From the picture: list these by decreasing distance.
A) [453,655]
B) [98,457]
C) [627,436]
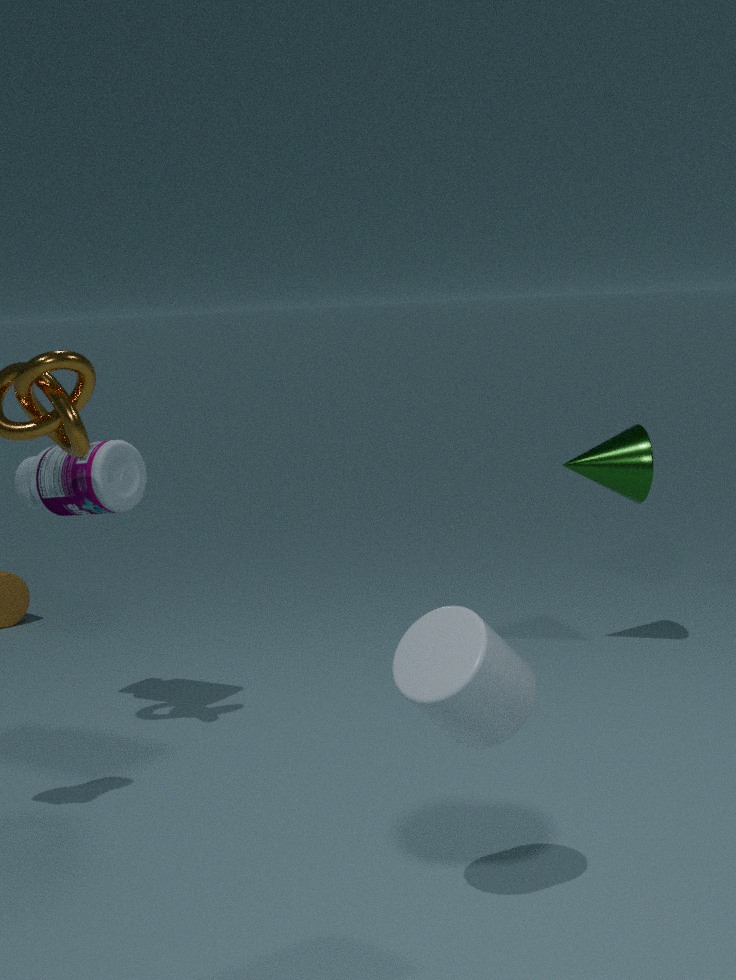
[627,436] → [98,457] → [453,655]
